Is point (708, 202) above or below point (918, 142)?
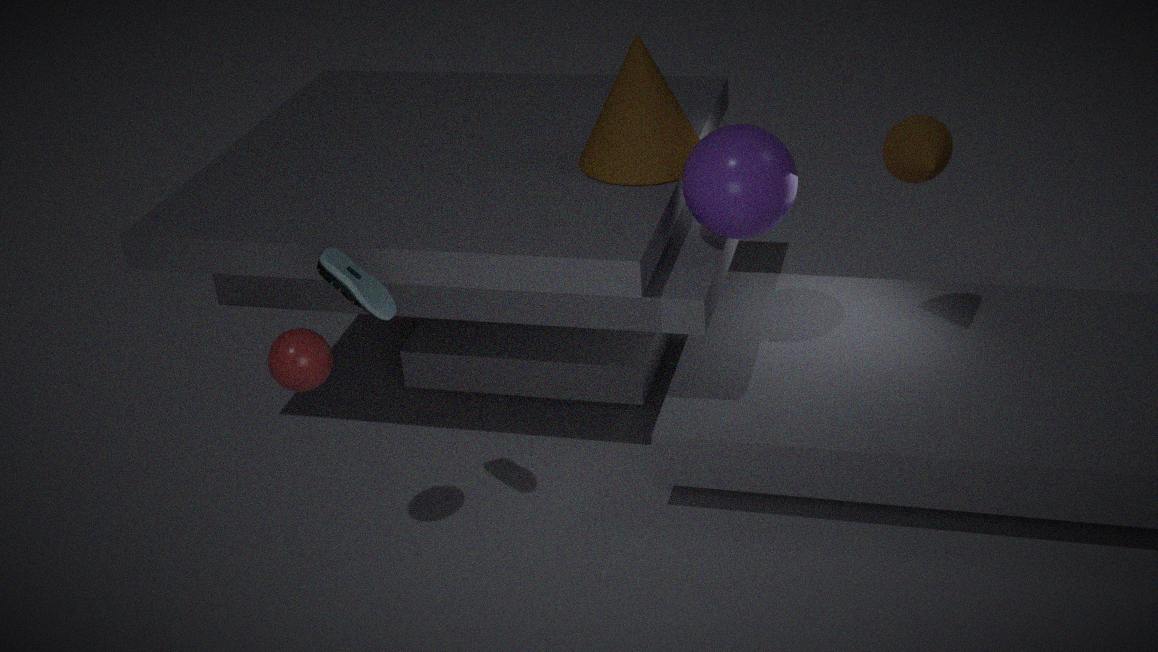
below
